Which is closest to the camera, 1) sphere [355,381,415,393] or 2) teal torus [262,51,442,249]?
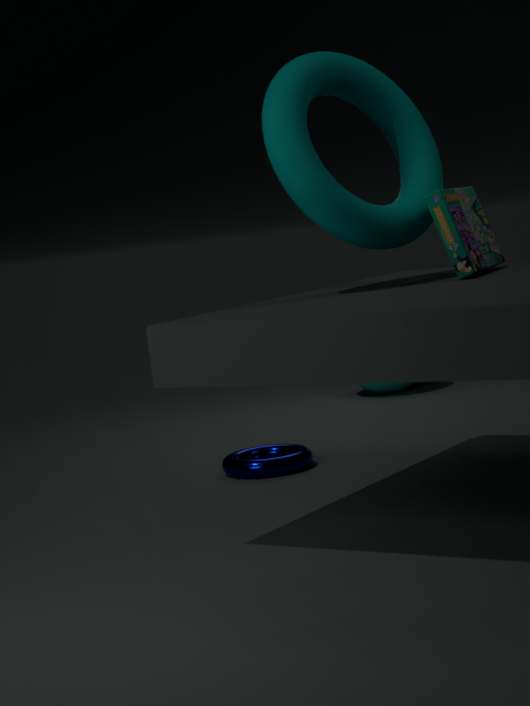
2. teal torus [262,51,442,249]
